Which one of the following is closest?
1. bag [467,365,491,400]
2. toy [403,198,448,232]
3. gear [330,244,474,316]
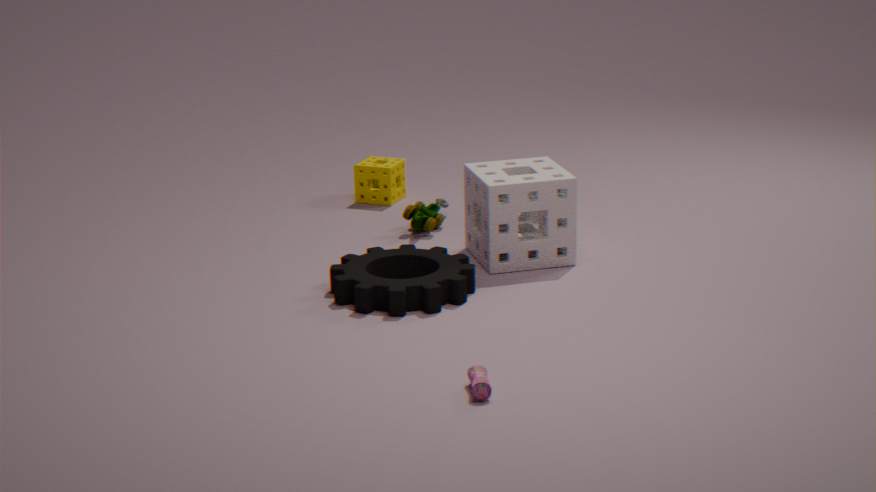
bag [467,365,491,400]
